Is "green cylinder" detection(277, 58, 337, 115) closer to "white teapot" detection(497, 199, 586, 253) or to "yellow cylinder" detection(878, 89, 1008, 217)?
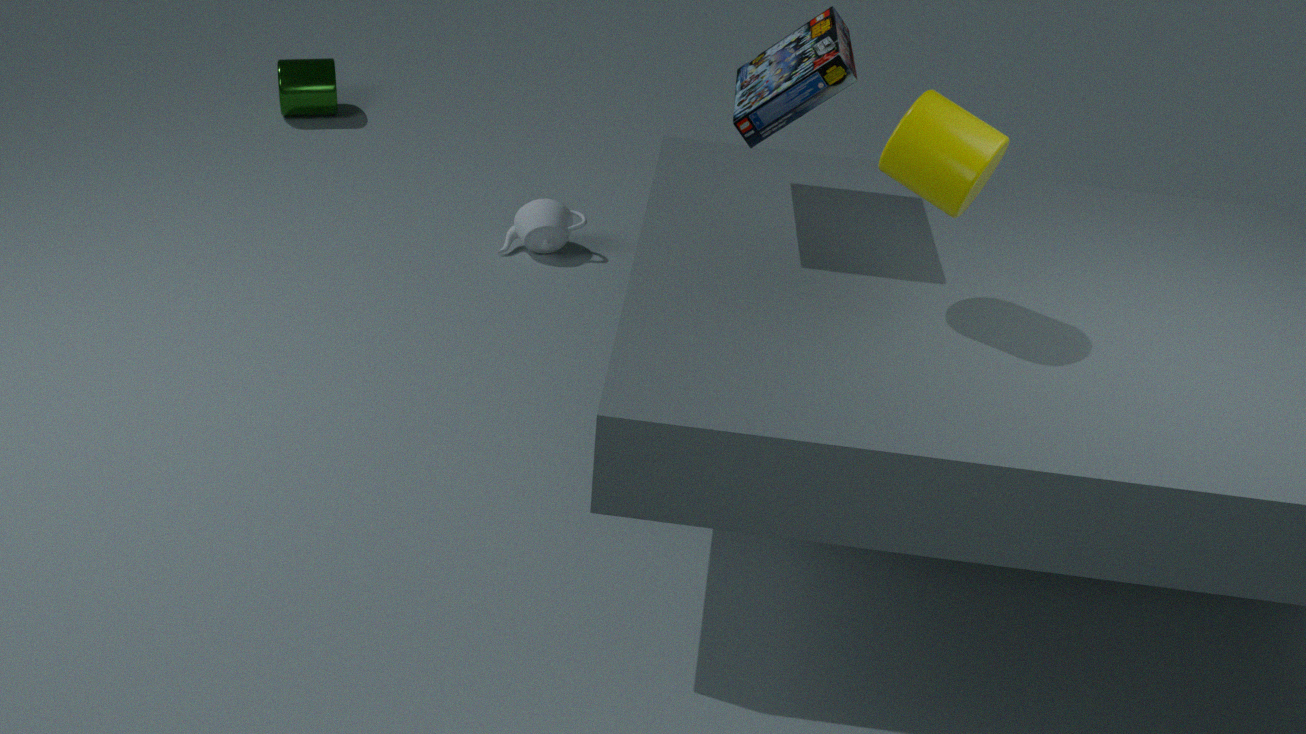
"white teapot" detection(497, 199, 586, 253)
